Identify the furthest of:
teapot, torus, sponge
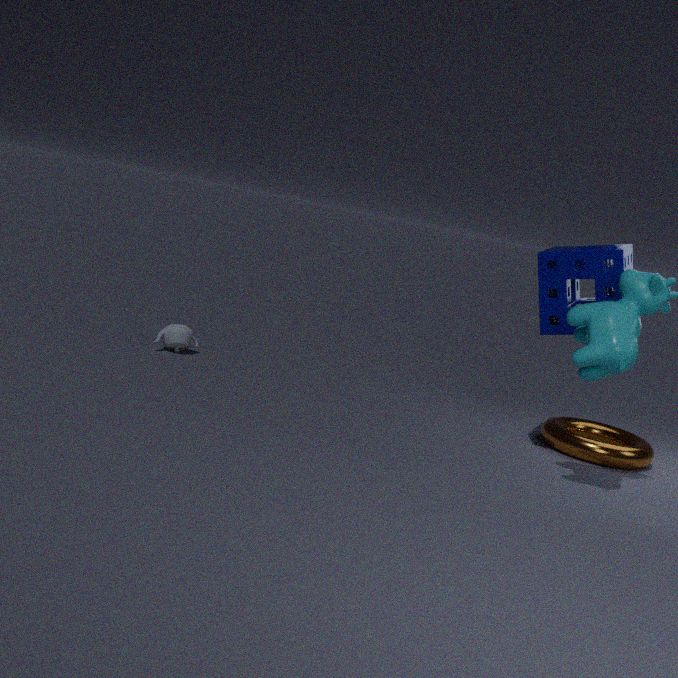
teapot
